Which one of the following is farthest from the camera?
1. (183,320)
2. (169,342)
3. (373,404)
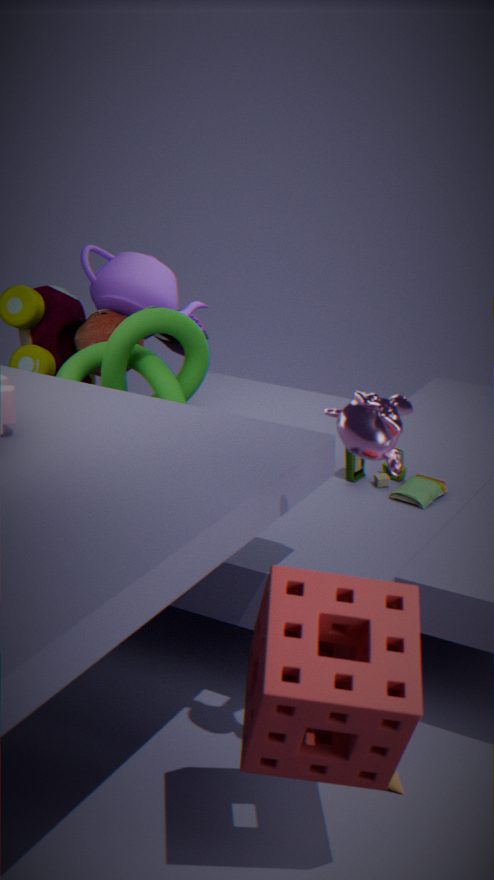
(169,342)
